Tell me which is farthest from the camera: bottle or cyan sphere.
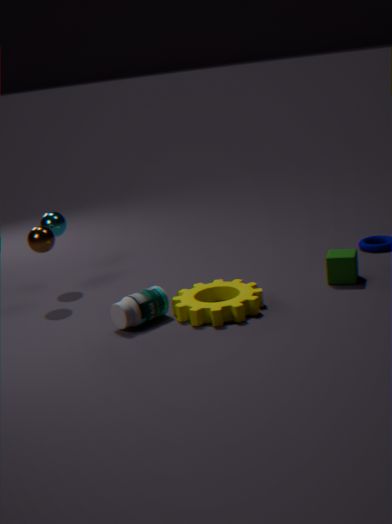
cyan sphere
